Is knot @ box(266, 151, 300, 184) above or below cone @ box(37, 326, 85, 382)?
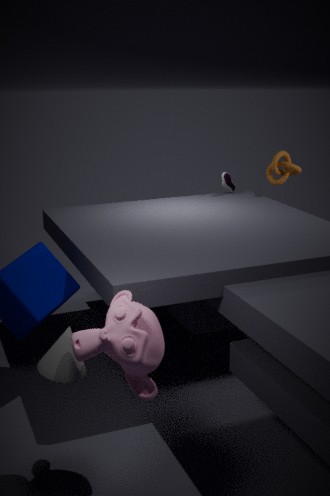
above
